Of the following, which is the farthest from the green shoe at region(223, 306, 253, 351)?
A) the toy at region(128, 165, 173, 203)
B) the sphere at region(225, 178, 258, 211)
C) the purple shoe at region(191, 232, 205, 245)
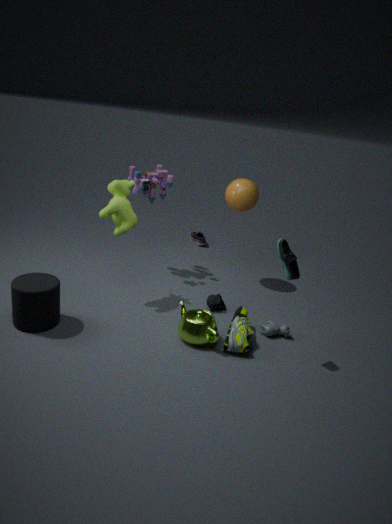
the purple shoe at region(191, 232, 205, 245)
